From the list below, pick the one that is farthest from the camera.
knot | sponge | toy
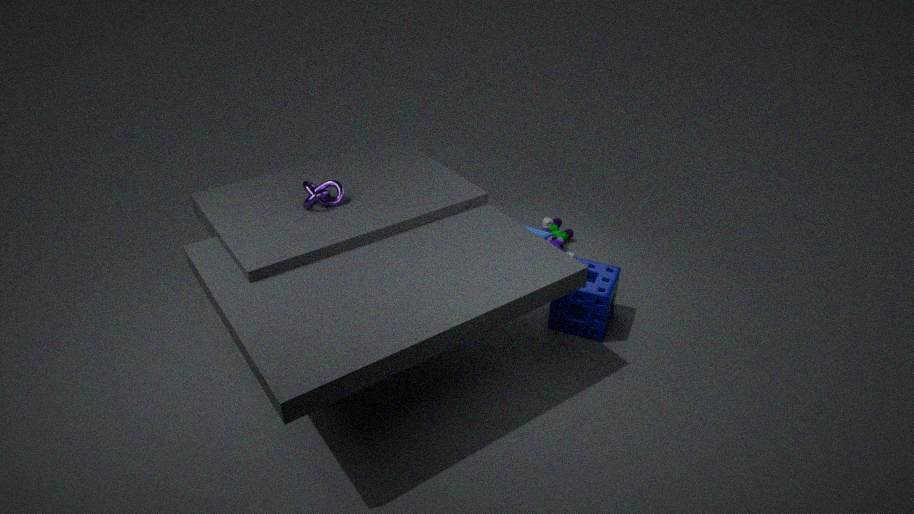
toy
